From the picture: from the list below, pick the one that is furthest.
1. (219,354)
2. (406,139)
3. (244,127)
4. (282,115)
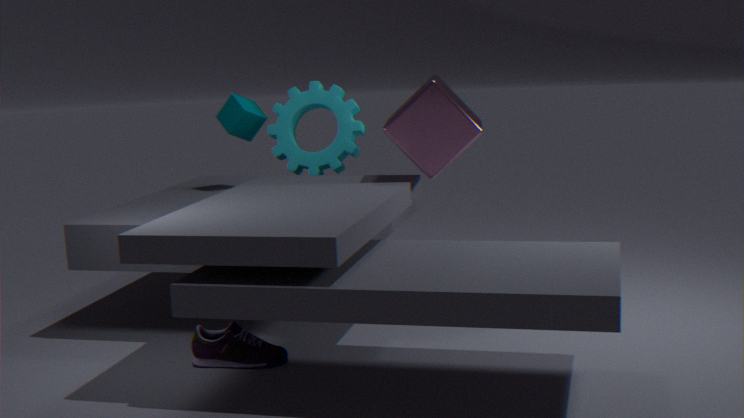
(244,127)
